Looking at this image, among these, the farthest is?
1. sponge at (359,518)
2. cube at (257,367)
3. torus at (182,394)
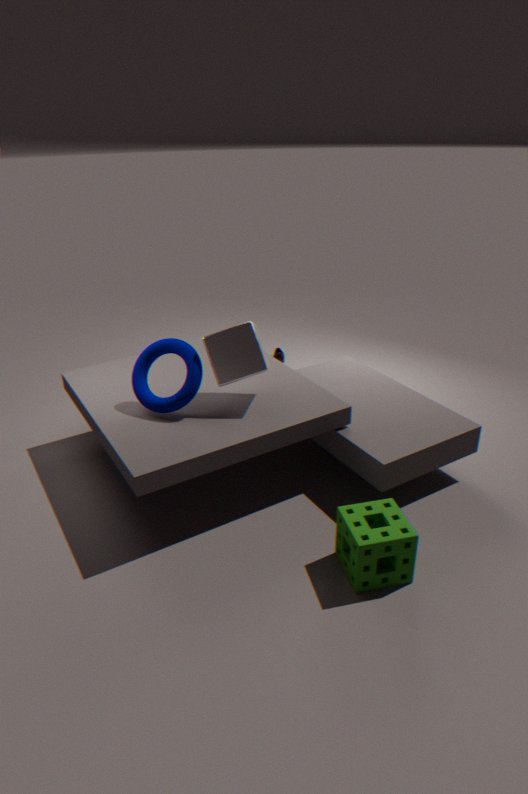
torus at (182,394)
